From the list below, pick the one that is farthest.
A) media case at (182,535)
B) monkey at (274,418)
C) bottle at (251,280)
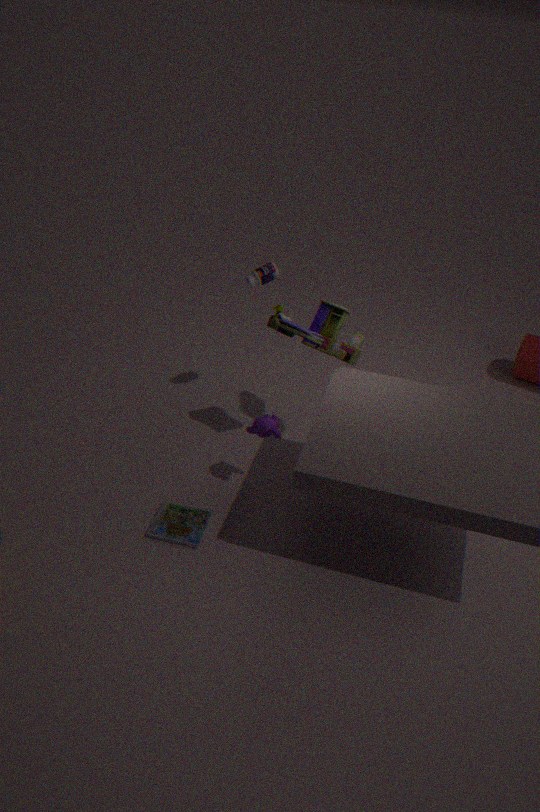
bottle at (251,280)
